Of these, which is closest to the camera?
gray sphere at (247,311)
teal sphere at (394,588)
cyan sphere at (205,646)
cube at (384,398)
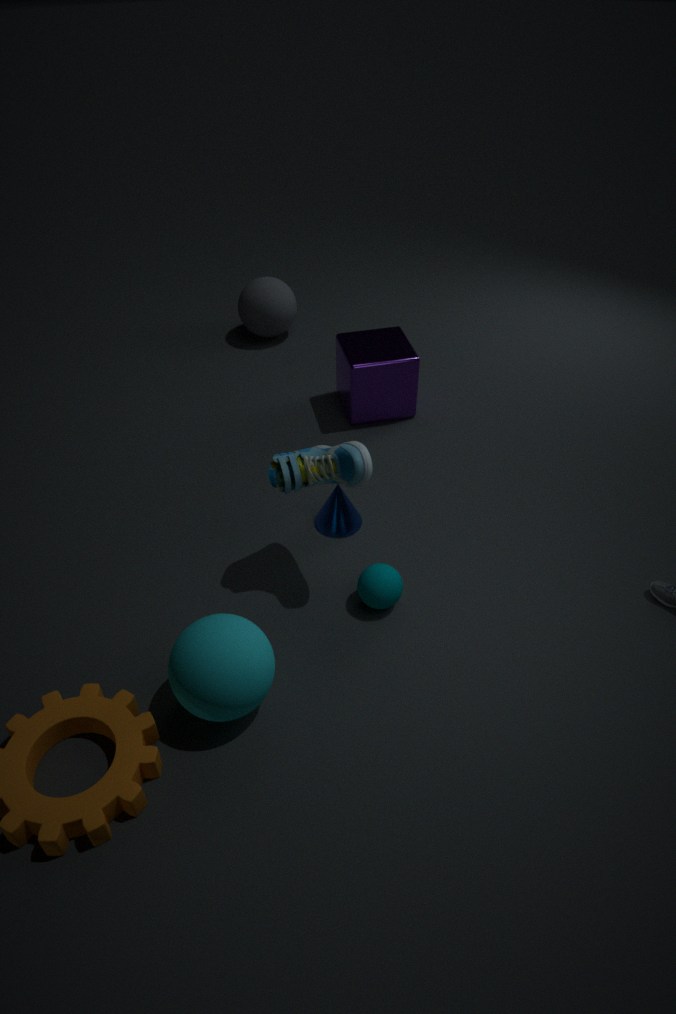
cyan sphere at (205,646)
